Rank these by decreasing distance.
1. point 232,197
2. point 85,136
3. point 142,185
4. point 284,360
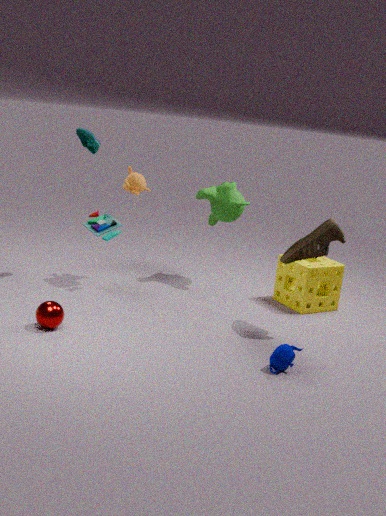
point 232,197 < point 142,185 < point 85,136 < point 284,360
